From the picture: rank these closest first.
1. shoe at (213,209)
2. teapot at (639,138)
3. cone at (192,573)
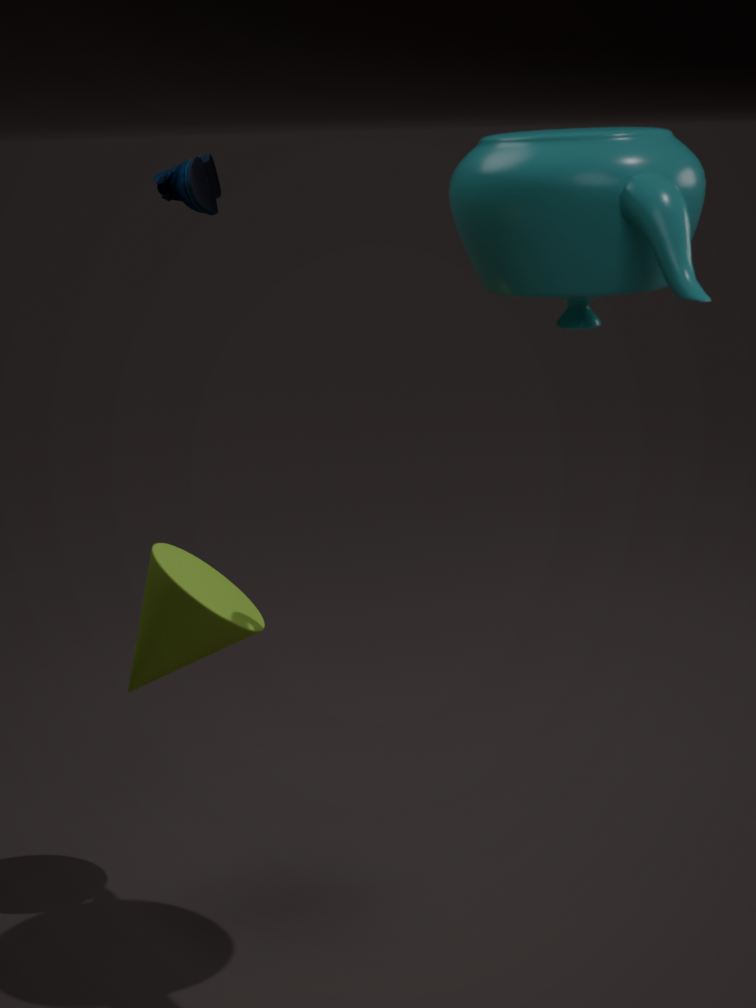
teapot at (639,138)
shoe at (213,209)
cone at (192,573)
